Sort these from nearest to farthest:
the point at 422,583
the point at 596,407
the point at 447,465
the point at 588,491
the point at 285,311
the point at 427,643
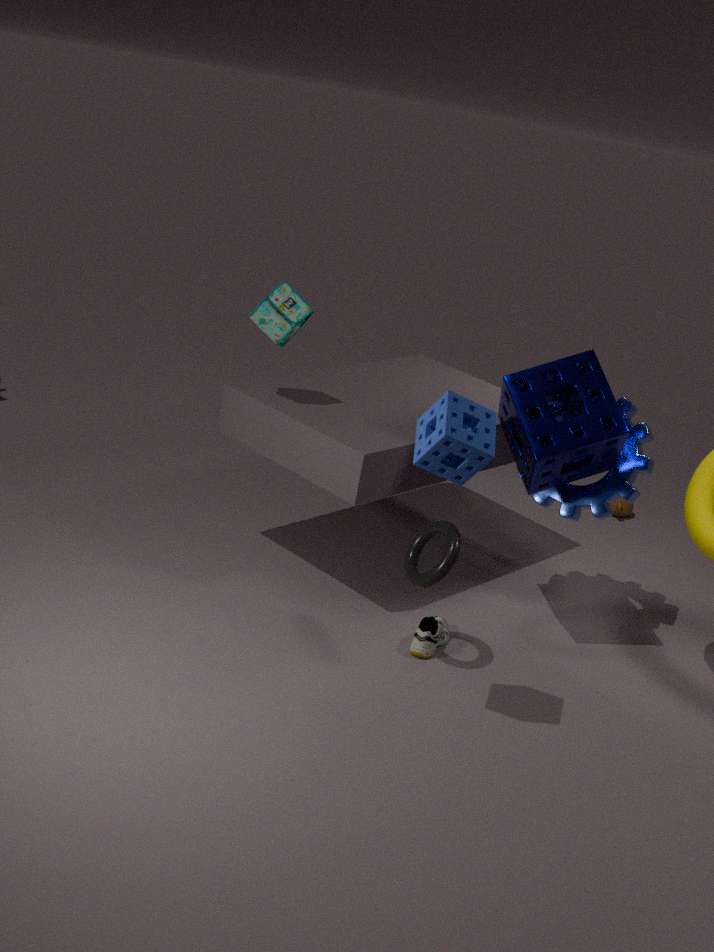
the point at 447,465
the point at 422,583
the point at 596,407
the point at 427,643
the point at 285,311
the point at 588,491
